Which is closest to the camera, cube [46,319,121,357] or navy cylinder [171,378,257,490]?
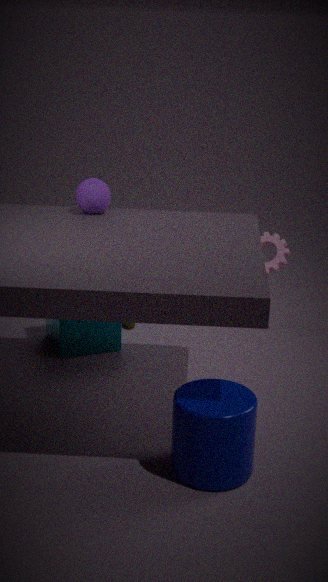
navy cylinder [171,378,257,490]
